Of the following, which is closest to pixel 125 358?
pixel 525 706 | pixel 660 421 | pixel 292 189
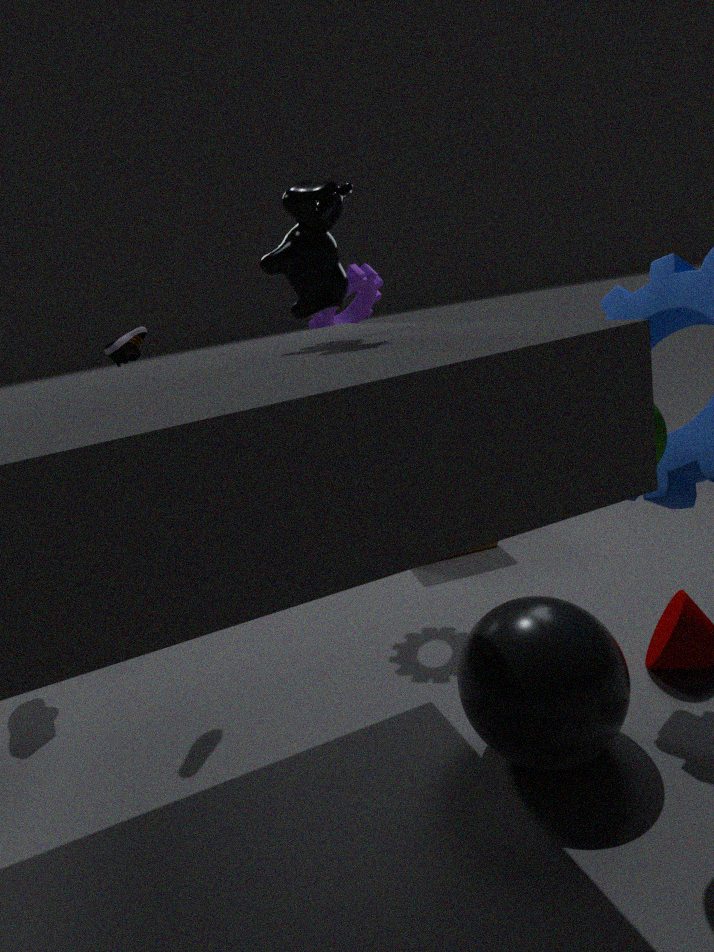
pixel 292 189
